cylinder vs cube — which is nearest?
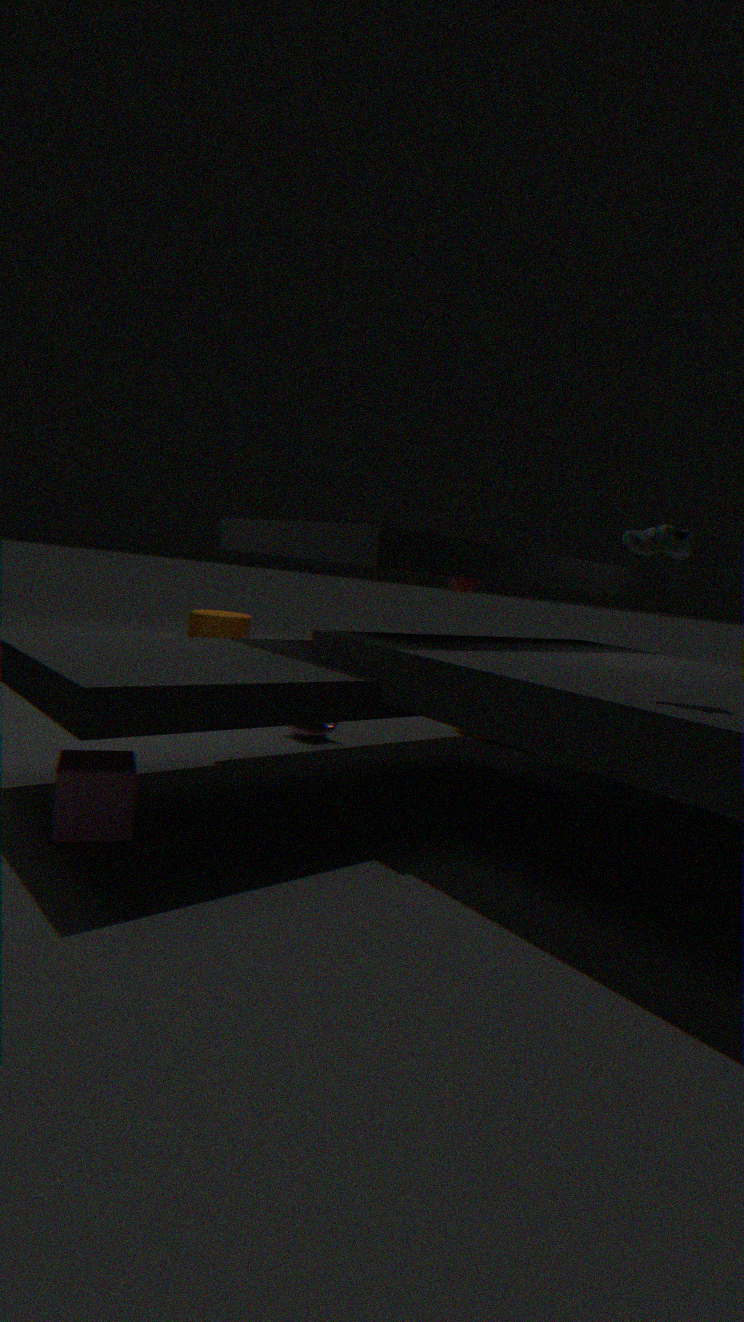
cube
